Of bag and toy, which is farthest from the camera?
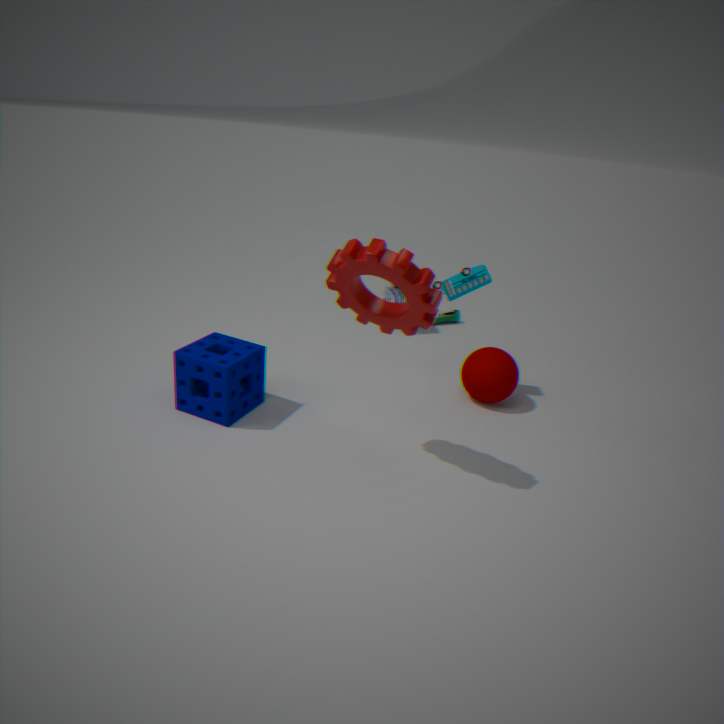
bag
